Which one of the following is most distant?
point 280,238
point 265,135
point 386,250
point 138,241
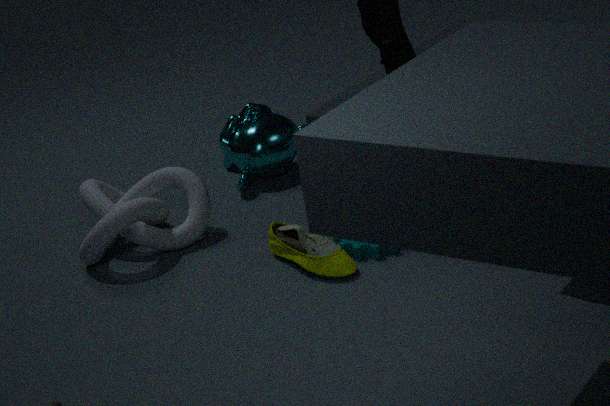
point 265,135
